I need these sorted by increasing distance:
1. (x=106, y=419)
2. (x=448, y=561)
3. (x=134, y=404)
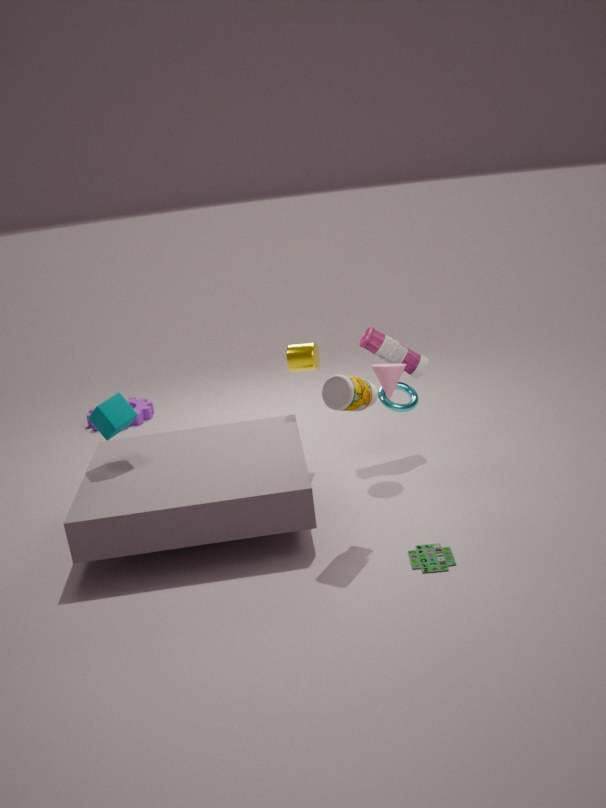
1. (x=448, y=561)
2. (x=106, y=419)
3. (x=134, y=404)
